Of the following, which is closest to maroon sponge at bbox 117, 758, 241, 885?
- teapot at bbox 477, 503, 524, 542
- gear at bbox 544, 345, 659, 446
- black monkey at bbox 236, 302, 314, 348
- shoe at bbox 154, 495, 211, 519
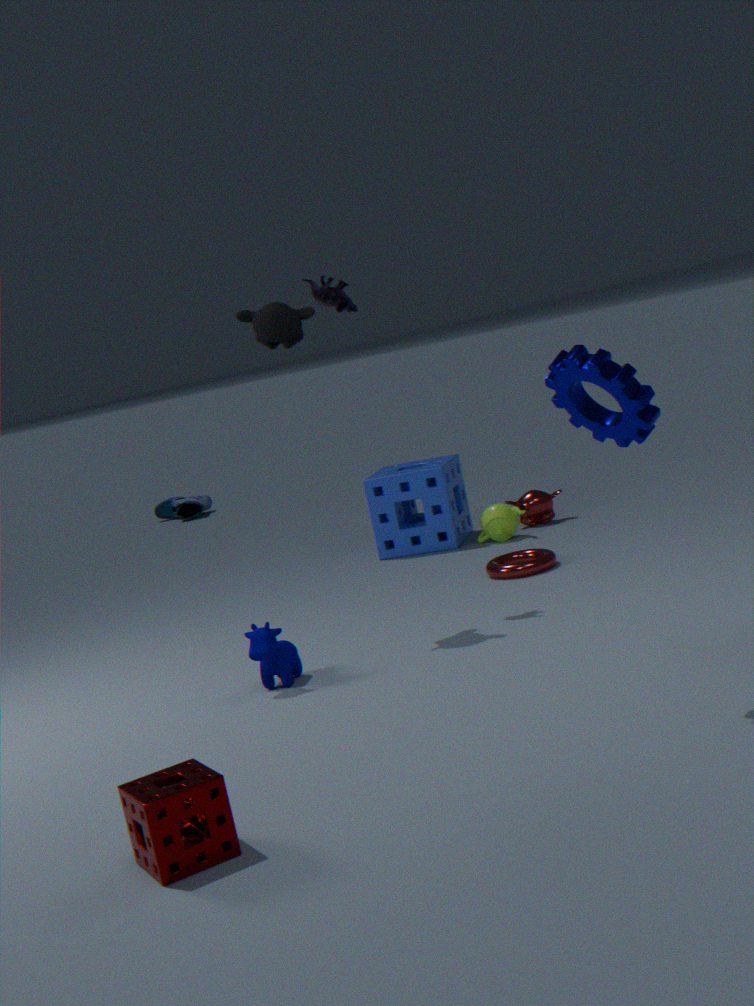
gear at bbox 544, 345, 659, 446
